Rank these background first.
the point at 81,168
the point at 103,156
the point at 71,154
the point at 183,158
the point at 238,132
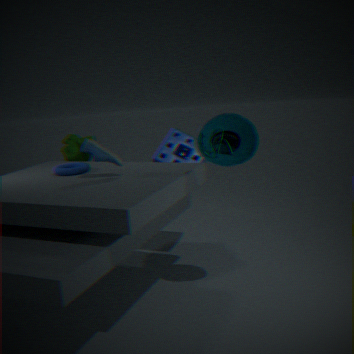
1. the point at 71,154
2. the point at 183,158
3. the point at 81,168
4. the point at 103,156
5. the point at 238,132
